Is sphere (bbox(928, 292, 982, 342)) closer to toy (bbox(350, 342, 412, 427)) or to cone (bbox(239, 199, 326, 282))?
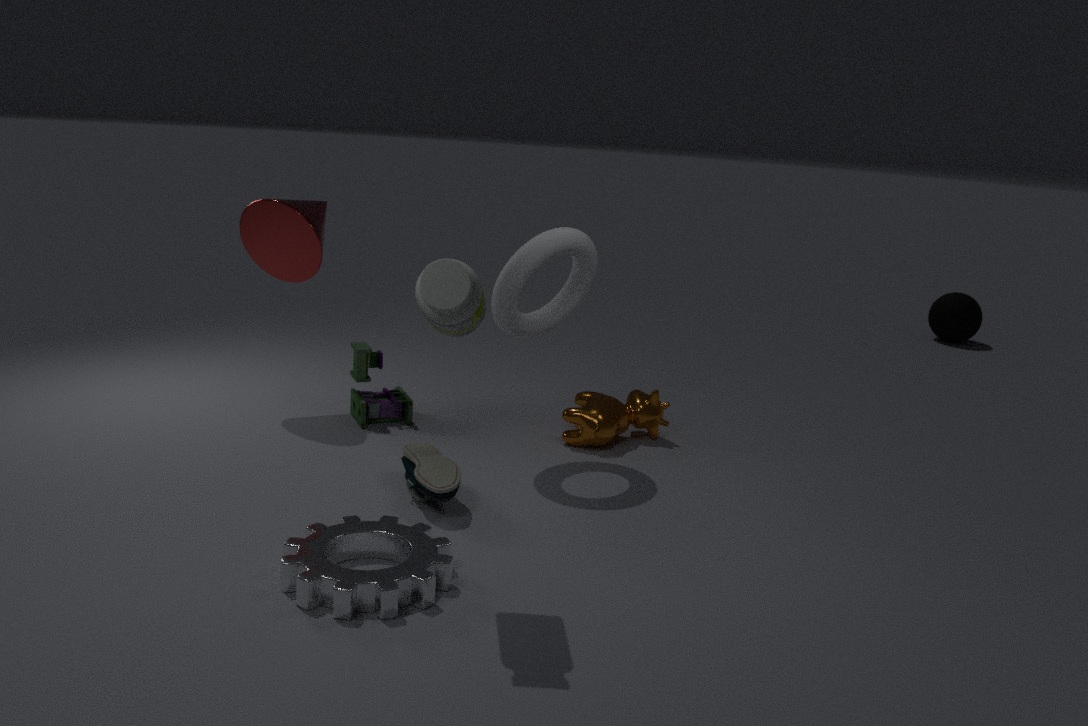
toy (bbox(350, 342, 412, 427))
